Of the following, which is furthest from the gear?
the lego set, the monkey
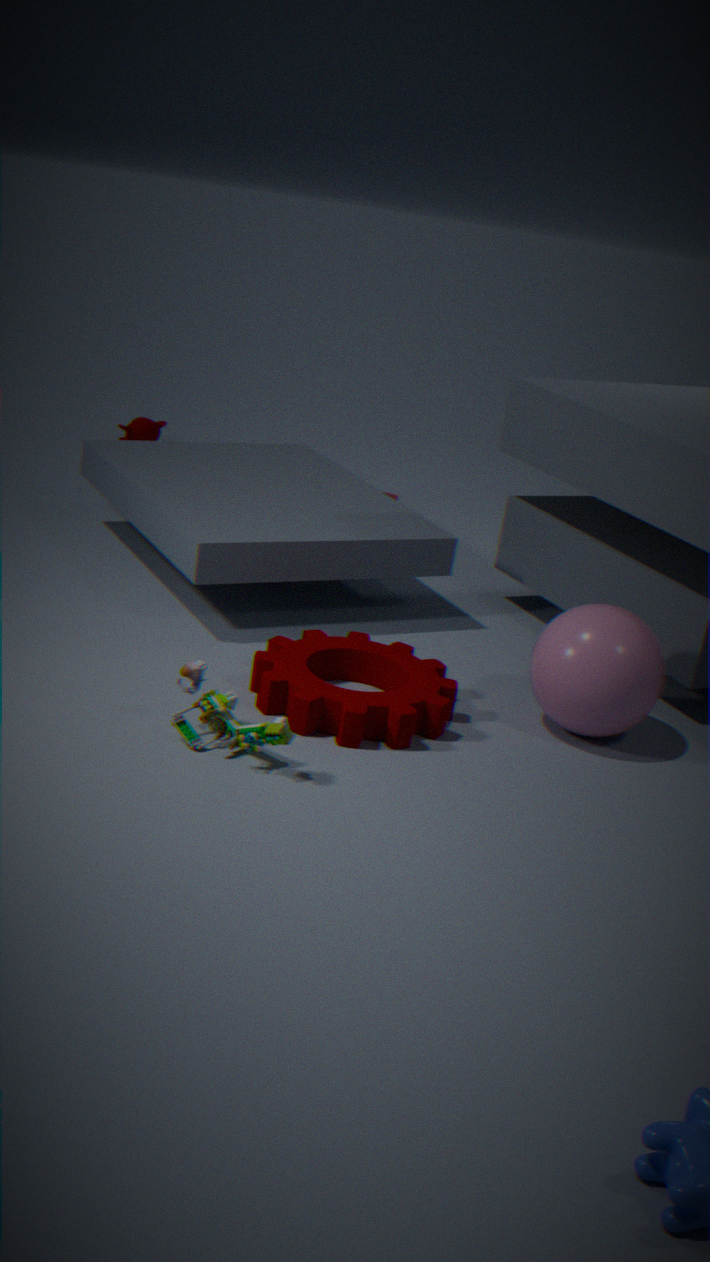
the monkey
